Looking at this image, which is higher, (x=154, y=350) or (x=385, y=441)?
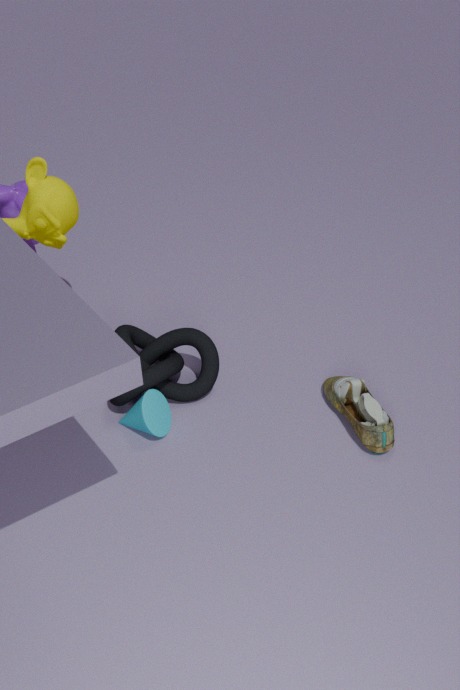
(x=154, y=350)
